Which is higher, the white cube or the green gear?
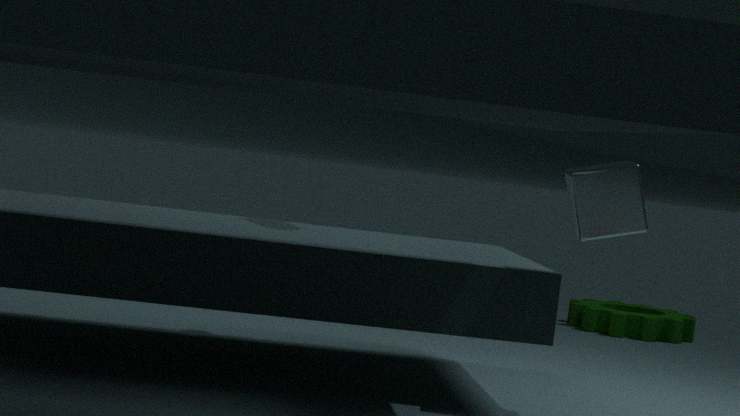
the white cube
